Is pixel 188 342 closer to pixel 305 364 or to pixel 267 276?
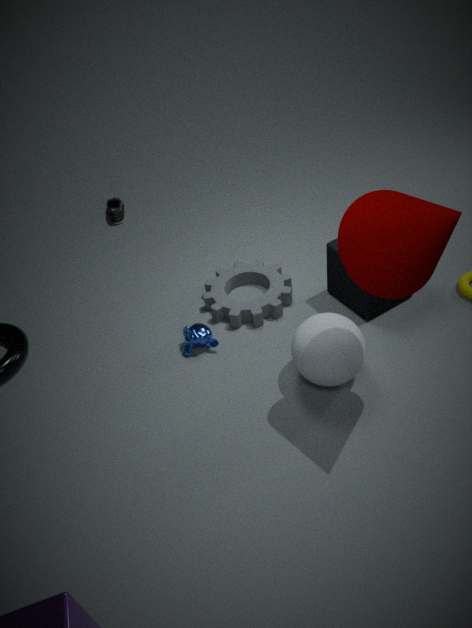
pixel 267 276
